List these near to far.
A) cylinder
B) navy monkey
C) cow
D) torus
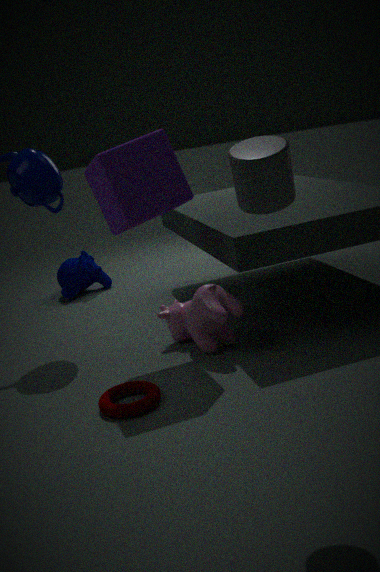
cylinder
torus
cow
navy monkey
